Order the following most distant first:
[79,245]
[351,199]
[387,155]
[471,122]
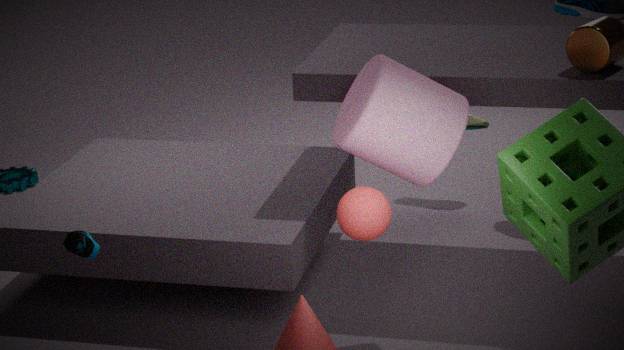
[471,122] → [79,245] → [387,155] → [351,199]
